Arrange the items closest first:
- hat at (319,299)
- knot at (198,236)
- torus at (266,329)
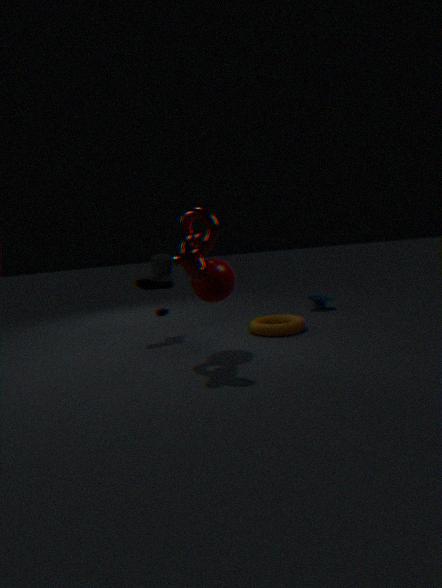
1. knot at (198,236)
2. torus at (266,329)
3. hat at (319,299)
